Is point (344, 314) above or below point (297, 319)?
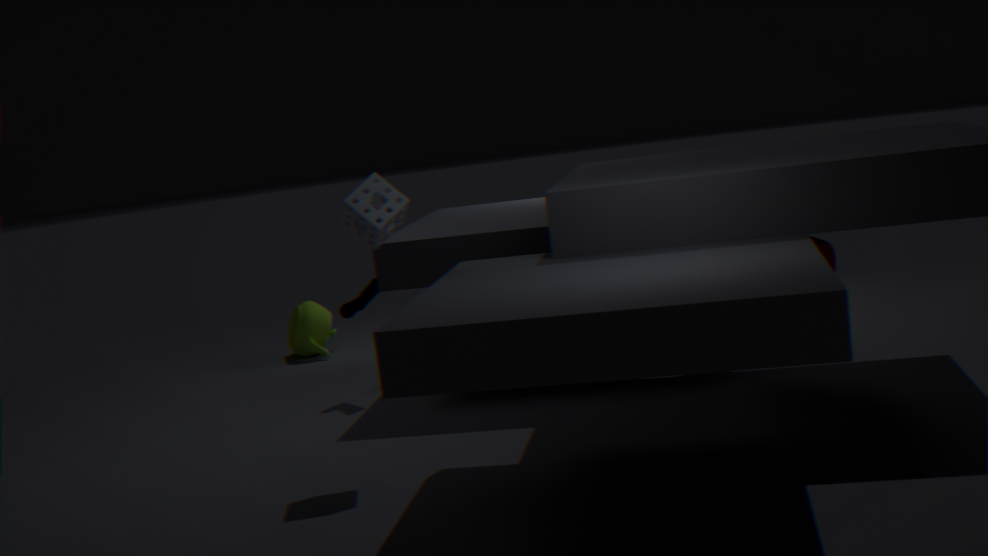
above
